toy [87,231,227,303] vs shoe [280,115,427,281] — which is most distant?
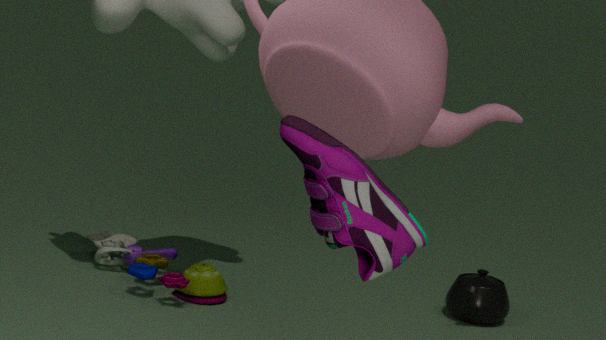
toy [87,231,227,303]
